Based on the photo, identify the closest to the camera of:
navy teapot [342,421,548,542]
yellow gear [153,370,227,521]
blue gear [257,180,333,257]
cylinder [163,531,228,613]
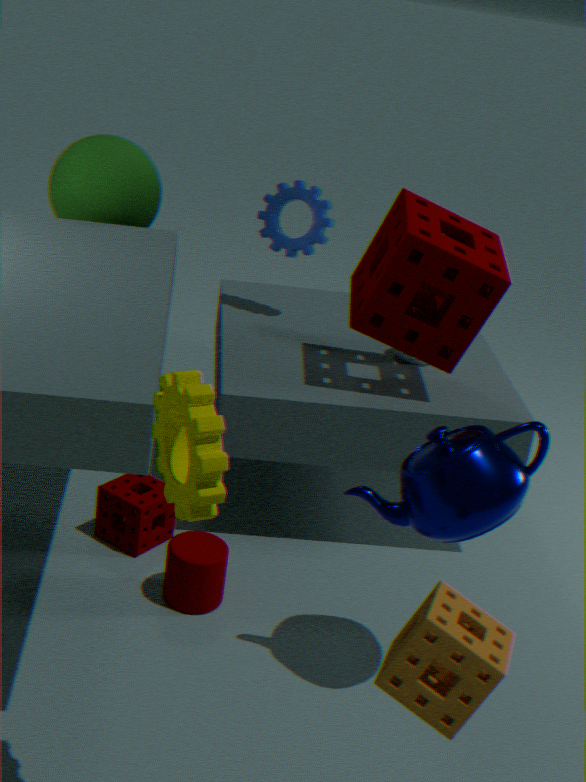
yellow gear [153,370,227,521]
